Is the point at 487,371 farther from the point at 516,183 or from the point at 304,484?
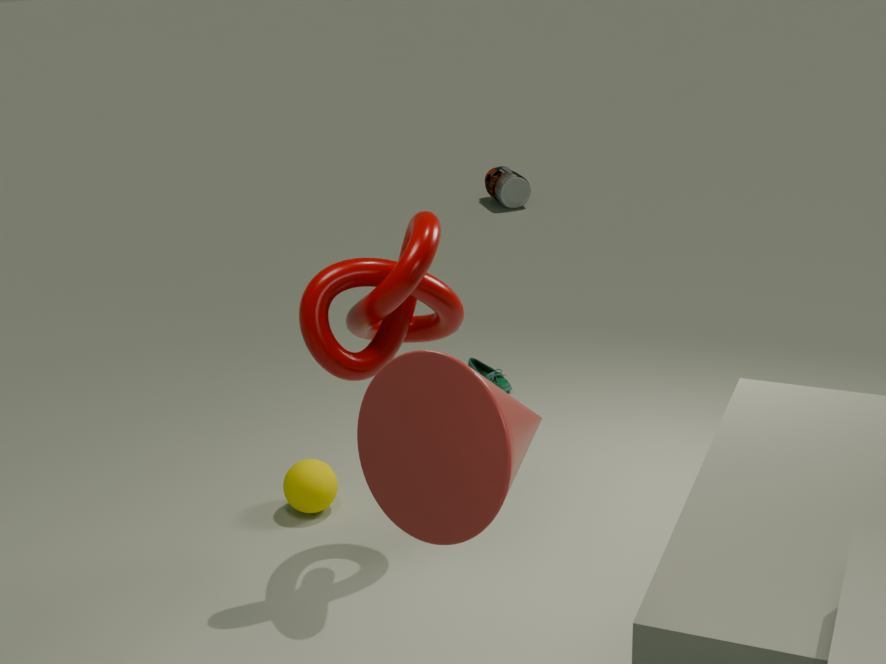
the point at 516,183
